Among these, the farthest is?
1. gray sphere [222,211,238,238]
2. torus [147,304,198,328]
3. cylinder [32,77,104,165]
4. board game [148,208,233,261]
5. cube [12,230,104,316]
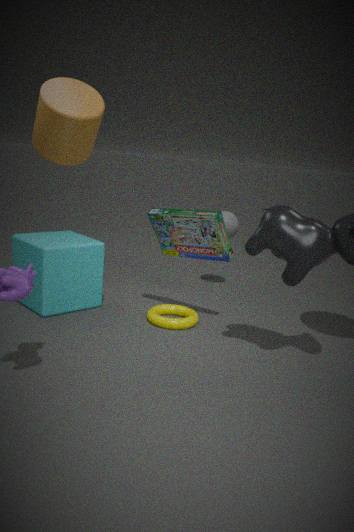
gray sphere [222,211,238,238]
